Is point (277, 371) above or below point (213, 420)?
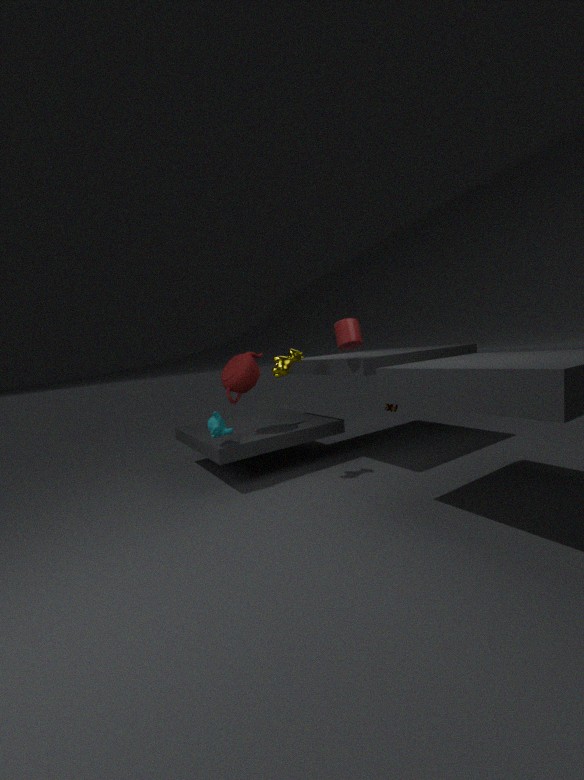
above
